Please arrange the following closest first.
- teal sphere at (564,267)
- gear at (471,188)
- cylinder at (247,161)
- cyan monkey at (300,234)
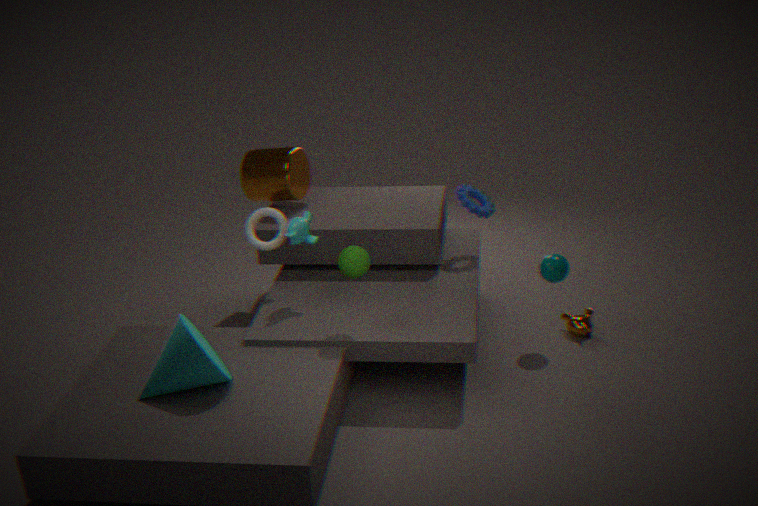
cyan monkey at (300,234) < teal sphere at (564,267) < gear at (471,188) < cylinder at (247,161)
